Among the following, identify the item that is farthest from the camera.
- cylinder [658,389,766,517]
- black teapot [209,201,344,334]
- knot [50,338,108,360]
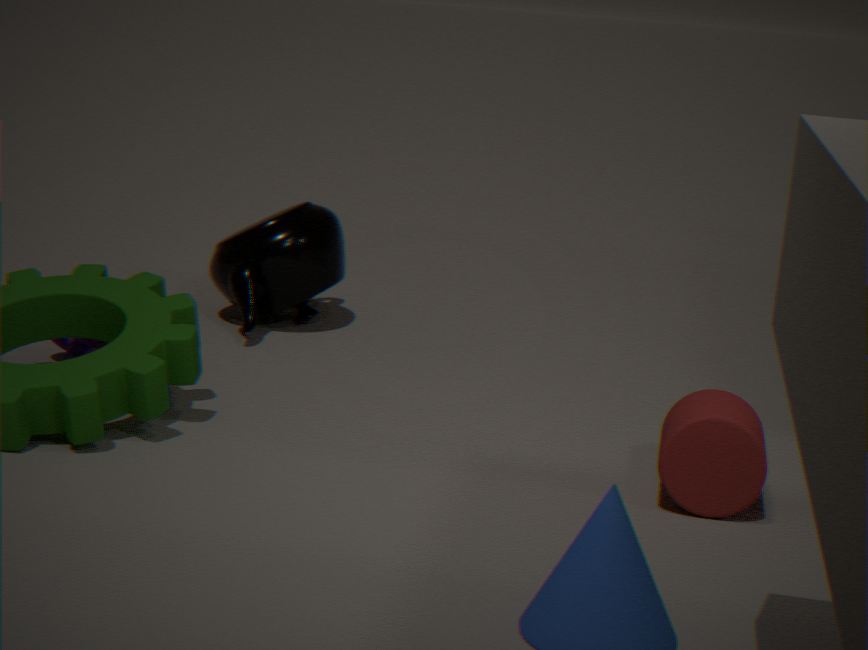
black teapot [209,201,344,334]
